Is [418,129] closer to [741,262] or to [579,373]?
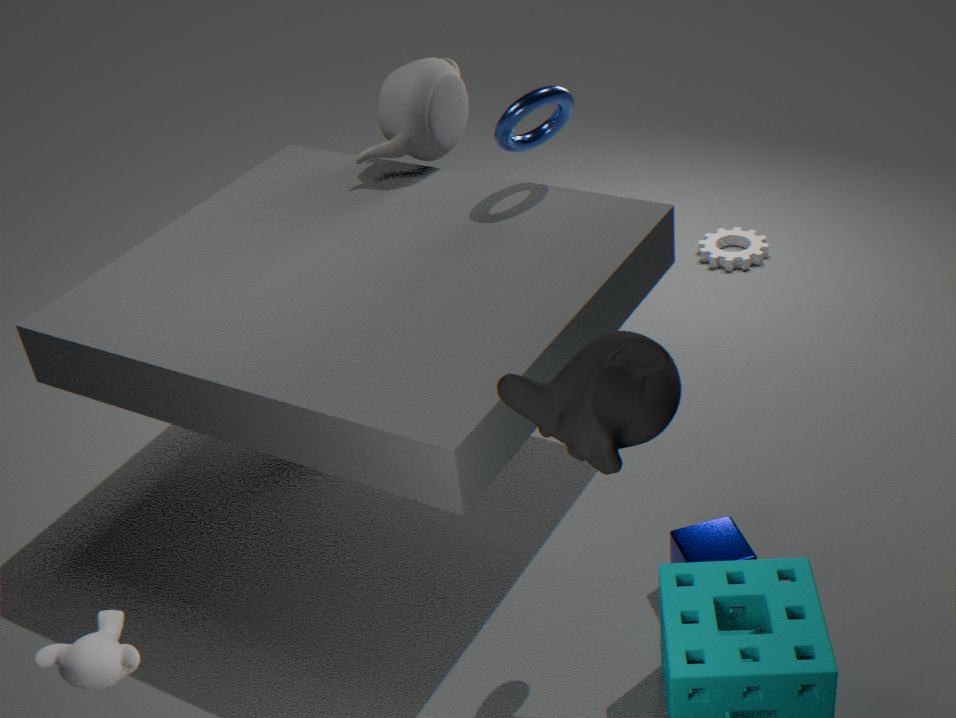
[741,262]
